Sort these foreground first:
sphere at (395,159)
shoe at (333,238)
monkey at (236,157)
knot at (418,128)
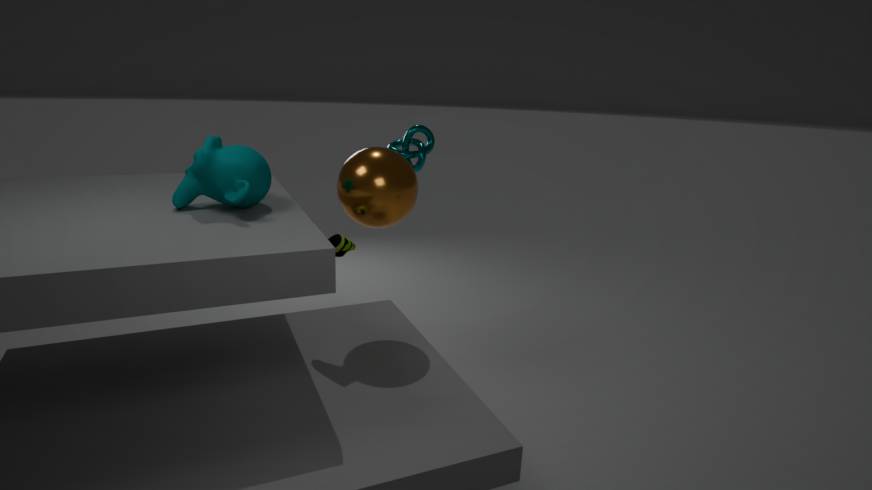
monkey at (236,157) < shoe at (333,238) < sphere at (395,159) < knot at (418,128)
